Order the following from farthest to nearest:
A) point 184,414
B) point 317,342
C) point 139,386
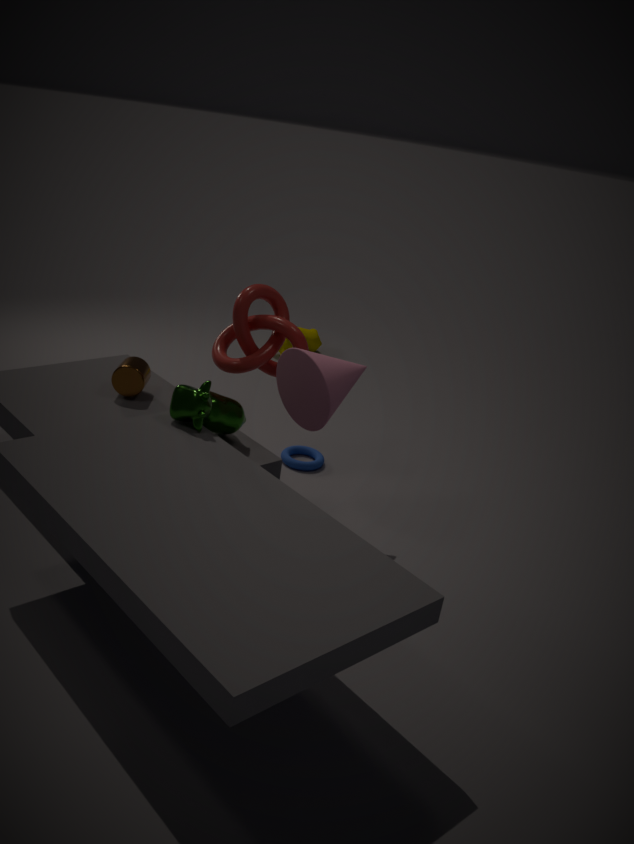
point 317,342 → point 139,386 → point 184,414
